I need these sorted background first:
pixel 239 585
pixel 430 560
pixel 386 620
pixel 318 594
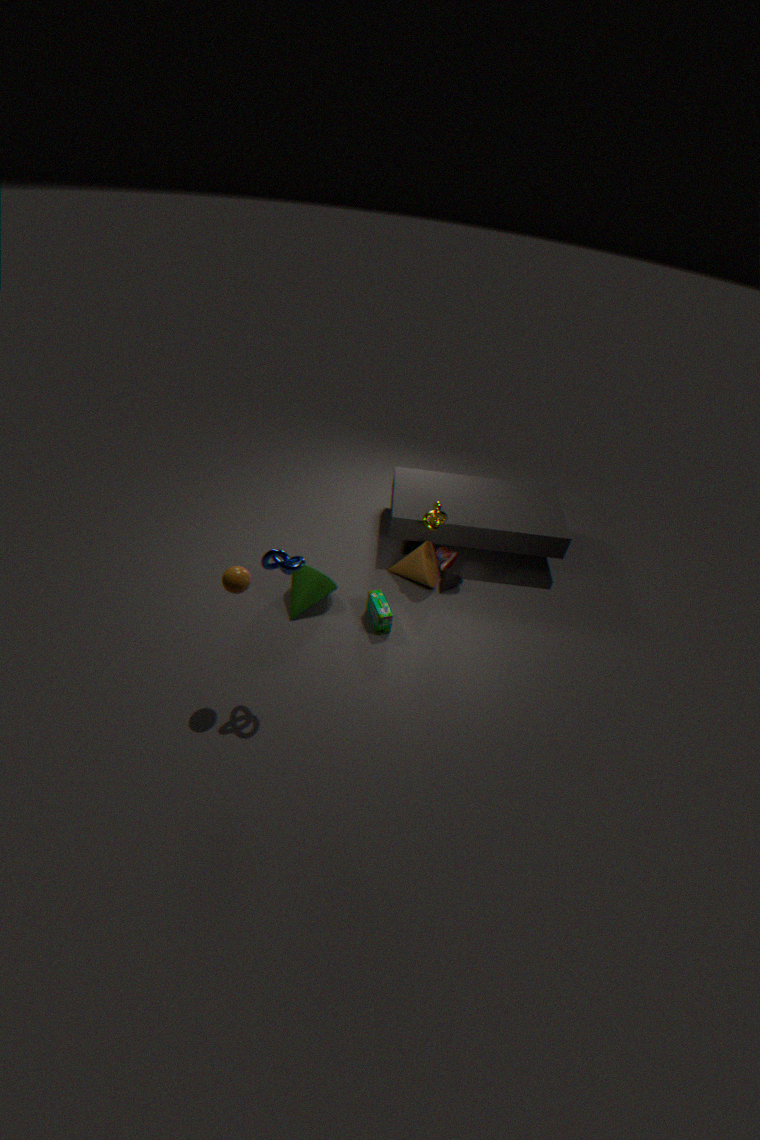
pixel 430 560 → pixel 318 594 → pixel 386 620 → pixel 239 585
